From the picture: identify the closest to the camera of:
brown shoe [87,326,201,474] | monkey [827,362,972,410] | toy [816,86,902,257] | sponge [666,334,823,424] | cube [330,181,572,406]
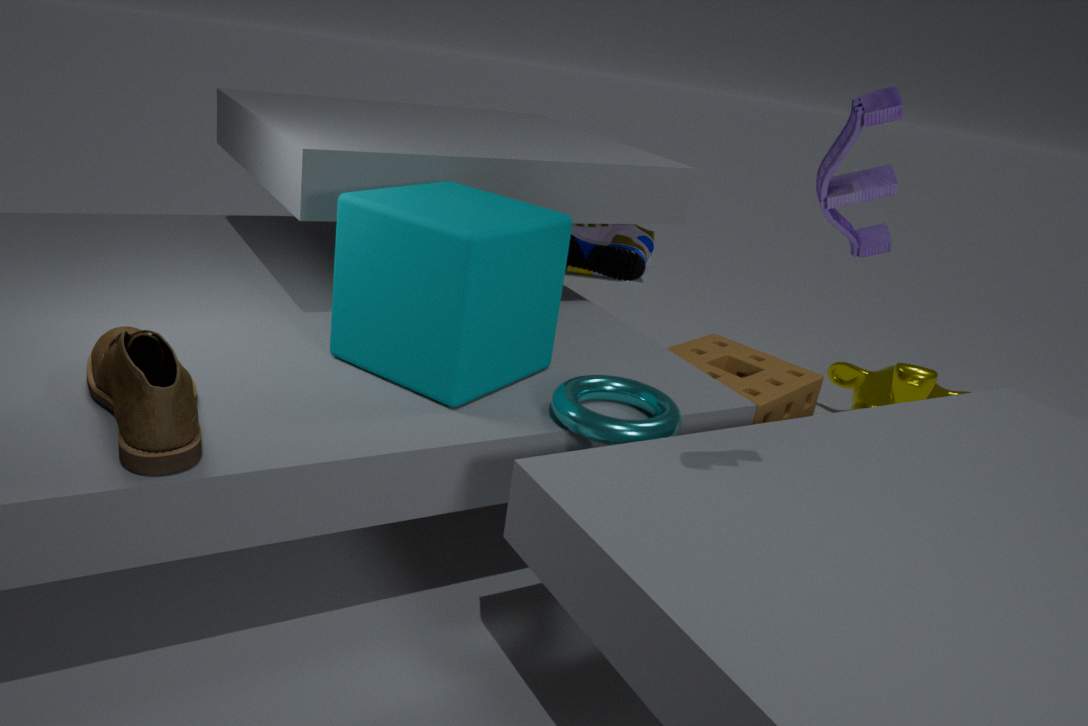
toy [816,86,902,257]
